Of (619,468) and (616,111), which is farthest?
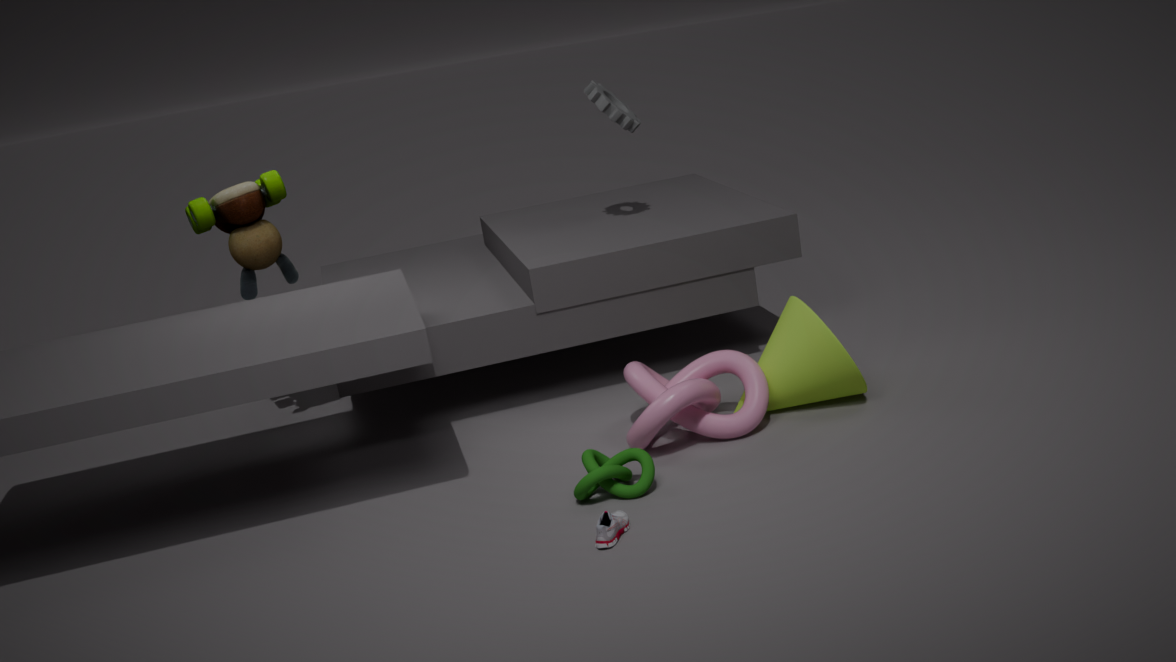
(616,111)
